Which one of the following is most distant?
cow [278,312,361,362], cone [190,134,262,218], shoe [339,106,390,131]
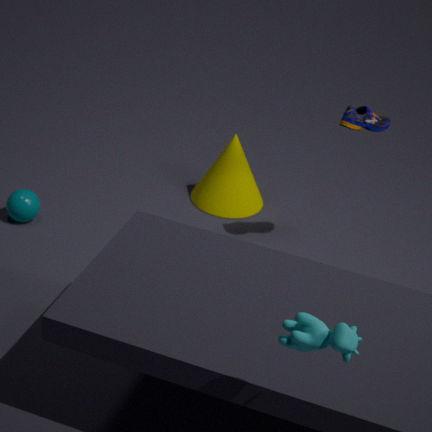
cone [190,134,262,218]
